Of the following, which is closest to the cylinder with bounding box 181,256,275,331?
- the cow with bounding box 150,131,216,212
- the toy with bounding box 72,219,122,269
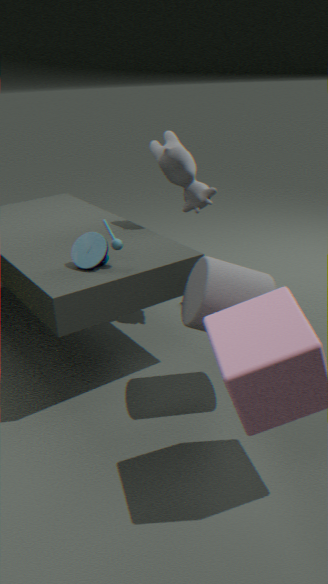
the toy with bounding box 72,219,122,269
